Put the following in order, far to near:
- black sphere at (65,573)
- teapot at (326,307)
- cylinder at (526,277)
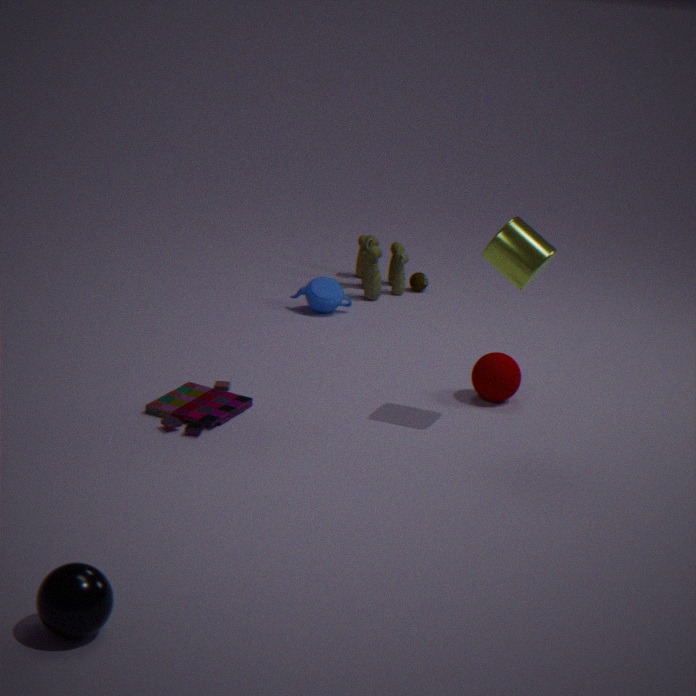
teapot at (326,307)
cylinder at (526,277)
black sphere at (65,573)
